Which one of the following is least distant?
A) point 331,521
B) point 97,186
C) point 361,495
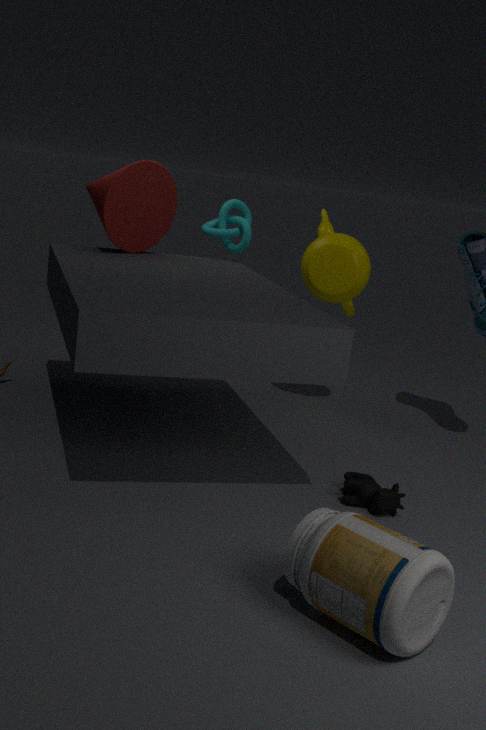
point 331,521
